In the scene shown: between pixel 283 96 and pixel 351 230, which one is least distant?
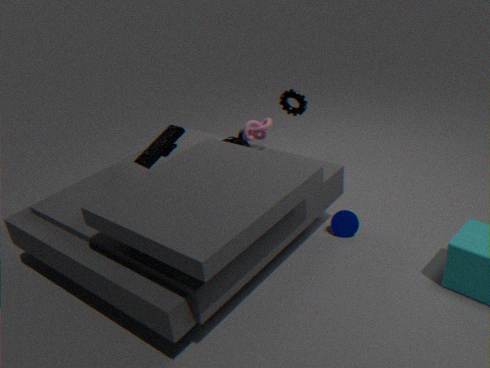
pixel 351 230
